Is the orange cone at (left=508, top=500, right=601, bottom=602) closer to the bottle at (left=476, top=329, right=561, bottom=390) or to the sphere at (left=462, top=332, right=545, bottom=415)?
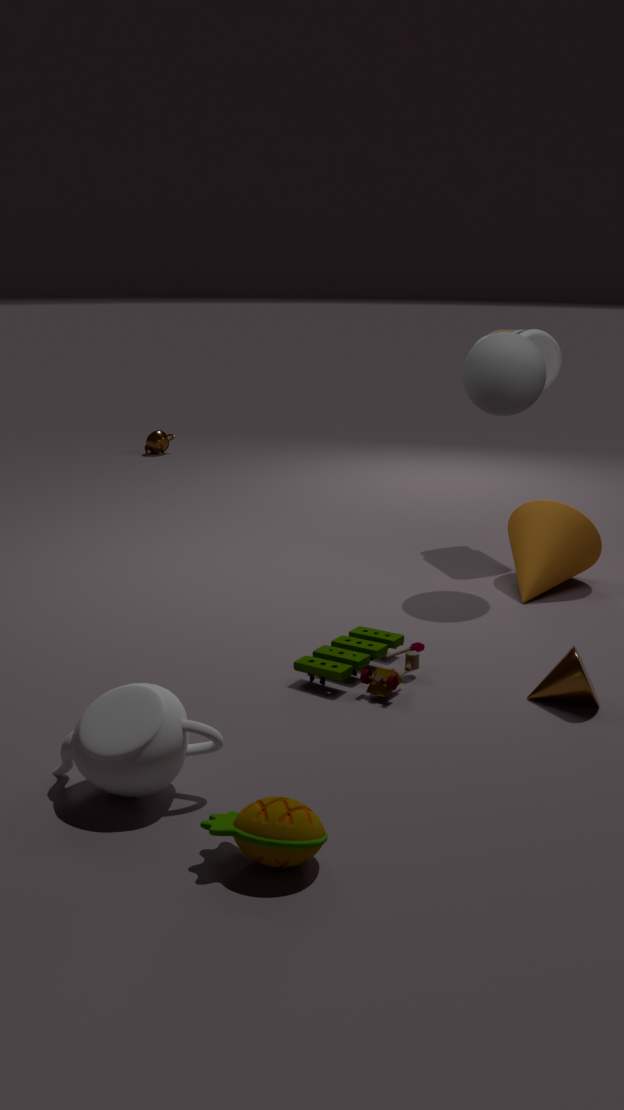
the sphere at (left=462, top=332, right=545, bottom=415)
